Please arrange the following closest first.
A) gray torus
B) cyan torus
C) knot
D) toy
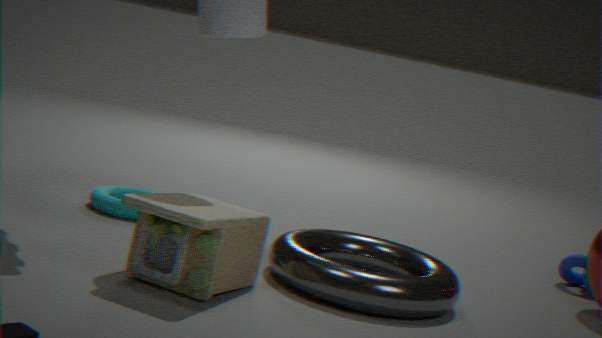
toy
gray torus
cyan torus
knot
